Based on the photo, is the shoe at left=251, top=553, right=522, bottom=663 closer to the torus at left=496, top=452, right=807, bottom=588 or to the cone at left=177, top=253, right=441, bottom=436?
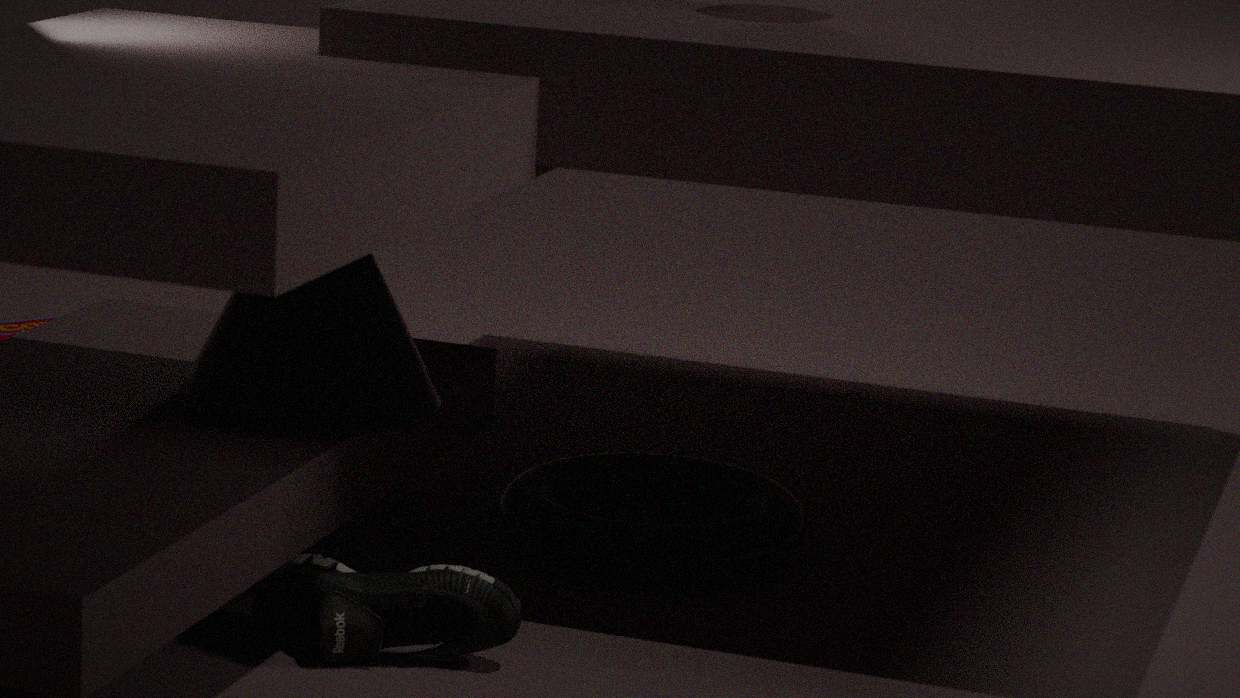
the cone at left=177, top=253, right=441, bottom=436
